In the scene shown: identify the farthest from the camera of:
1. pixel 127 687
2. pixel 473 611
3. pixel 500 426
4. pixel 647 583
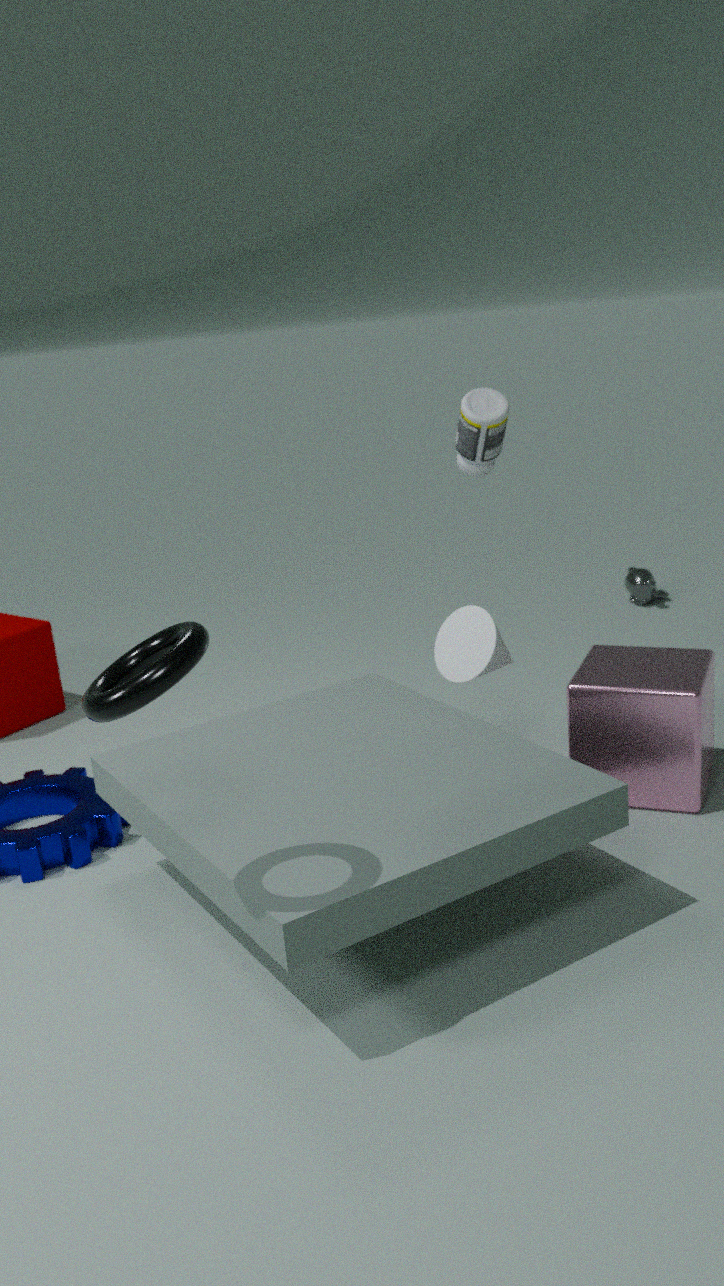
pixel 647 583
